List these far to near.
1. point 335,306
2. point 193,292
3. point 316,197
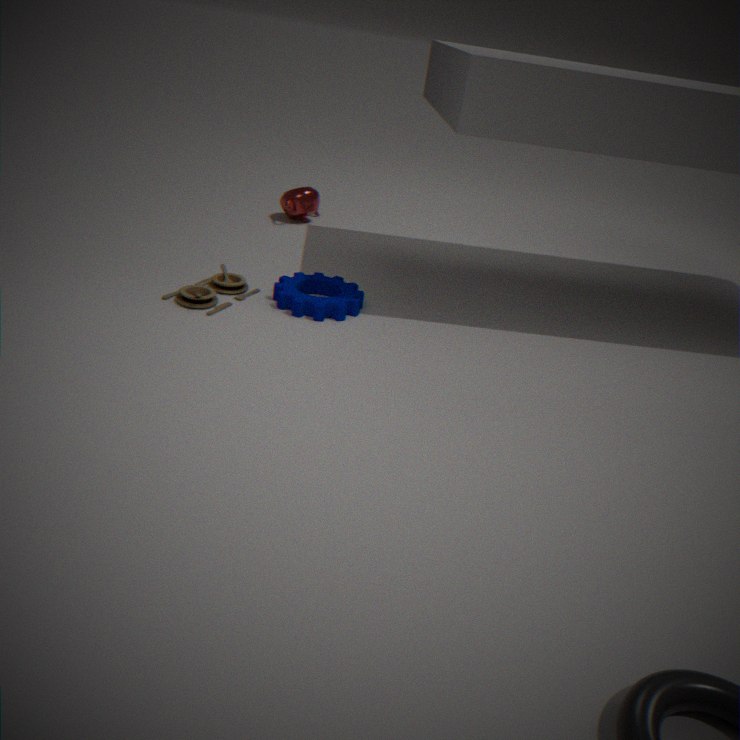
point 316,197 → point 193,292 → point 335,306
